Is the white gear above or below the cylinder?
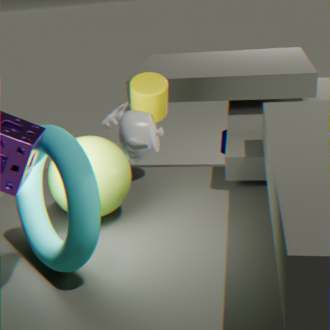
below
